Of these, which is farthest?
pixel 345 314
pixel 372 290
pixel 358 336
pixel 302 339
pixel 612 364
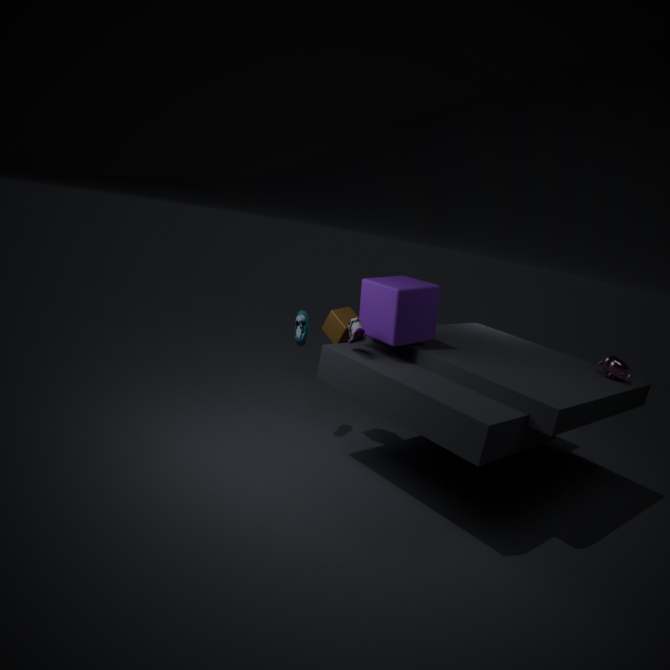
pixel 345 314
